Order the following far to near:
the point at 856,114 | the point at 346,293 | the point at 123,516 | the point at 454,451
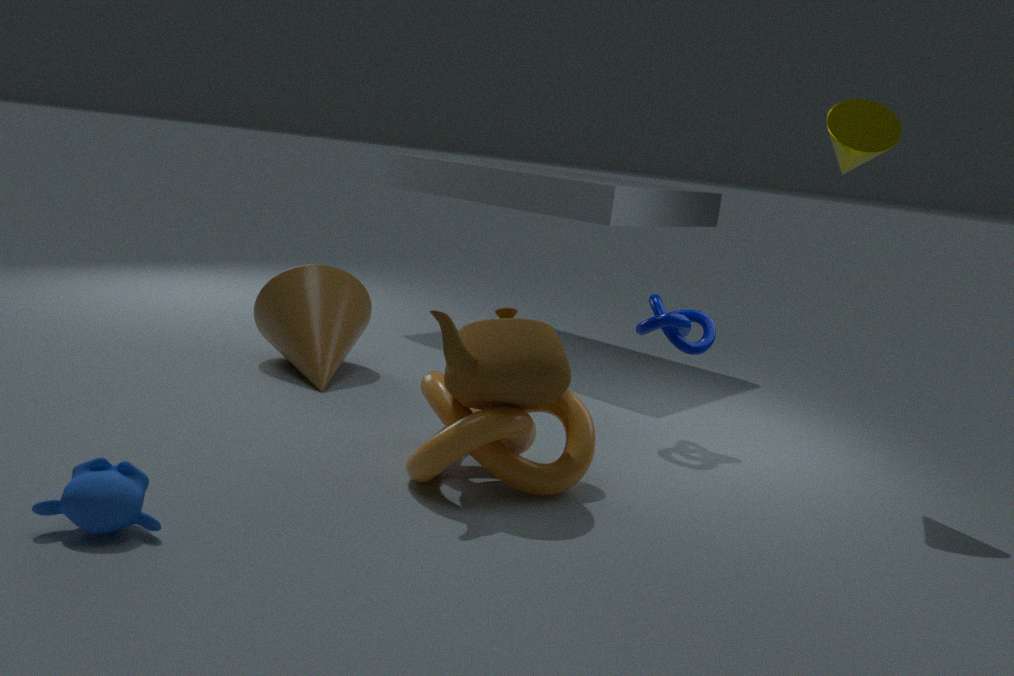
1. the point at 346,293
2. the point at 856,114
3. the point at 454,451
4. the point at 123,516
